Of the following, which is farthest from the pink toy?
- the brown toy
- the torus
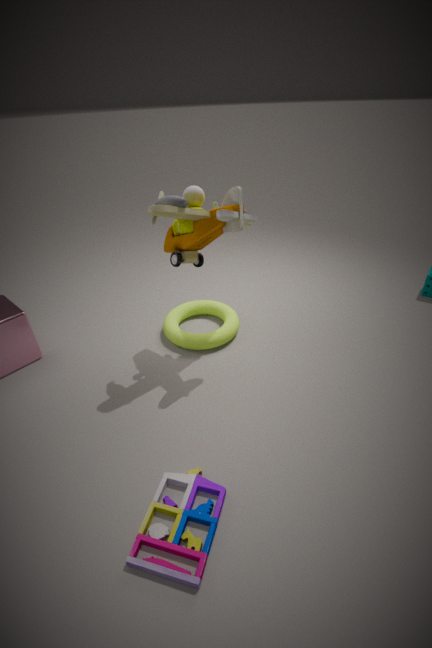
the brown toy
